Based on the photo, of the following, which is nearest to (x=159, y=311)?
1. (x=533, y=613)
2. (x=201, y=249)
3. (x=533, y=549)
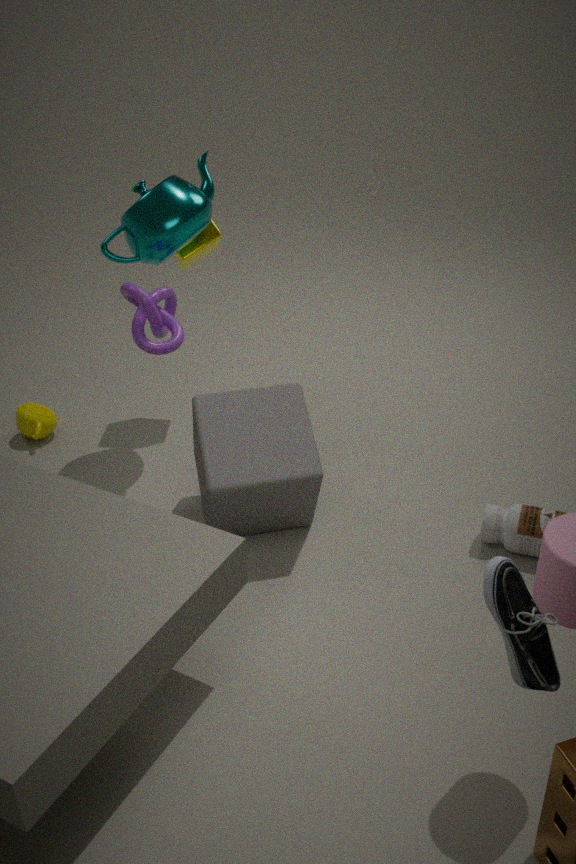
(x=201, y=249)
